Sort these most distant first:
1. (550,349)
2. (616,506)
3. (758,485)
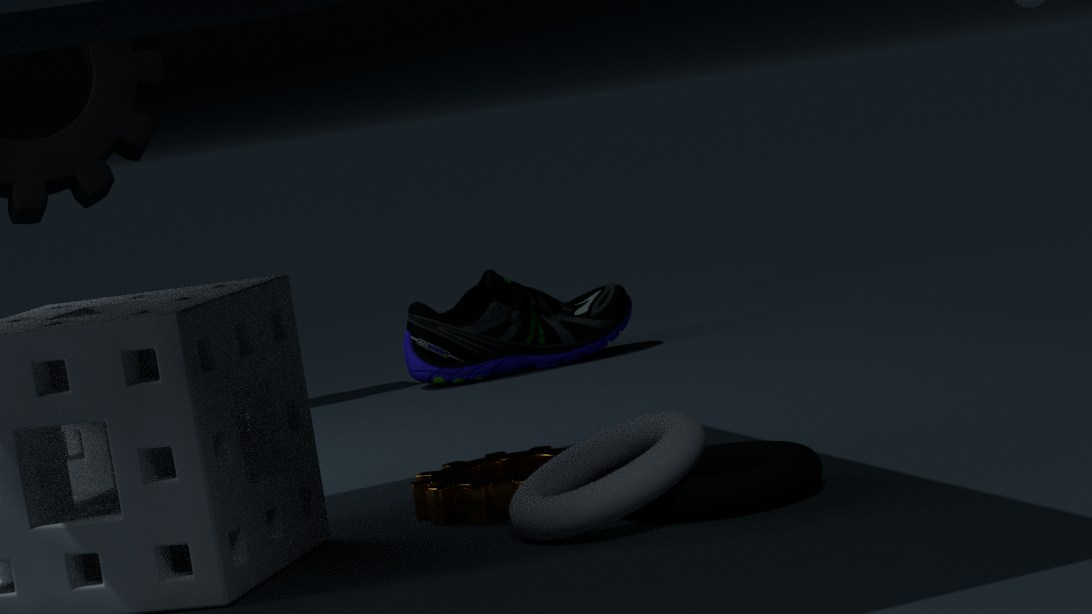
(550,349) < (758,485) < (616,506)
